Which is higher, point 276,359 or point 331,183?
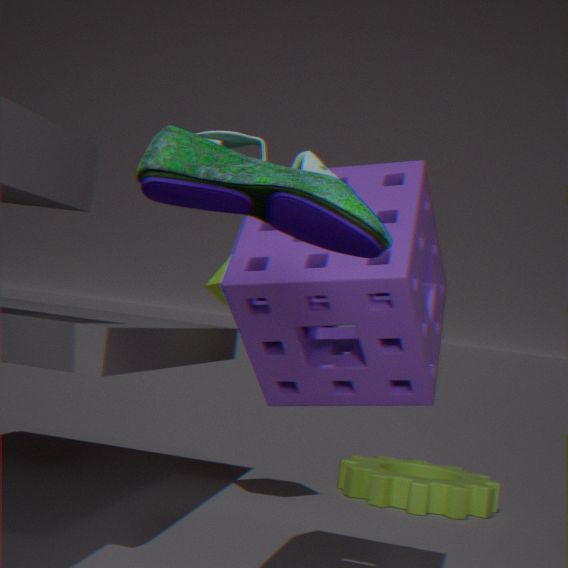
point 331,183
